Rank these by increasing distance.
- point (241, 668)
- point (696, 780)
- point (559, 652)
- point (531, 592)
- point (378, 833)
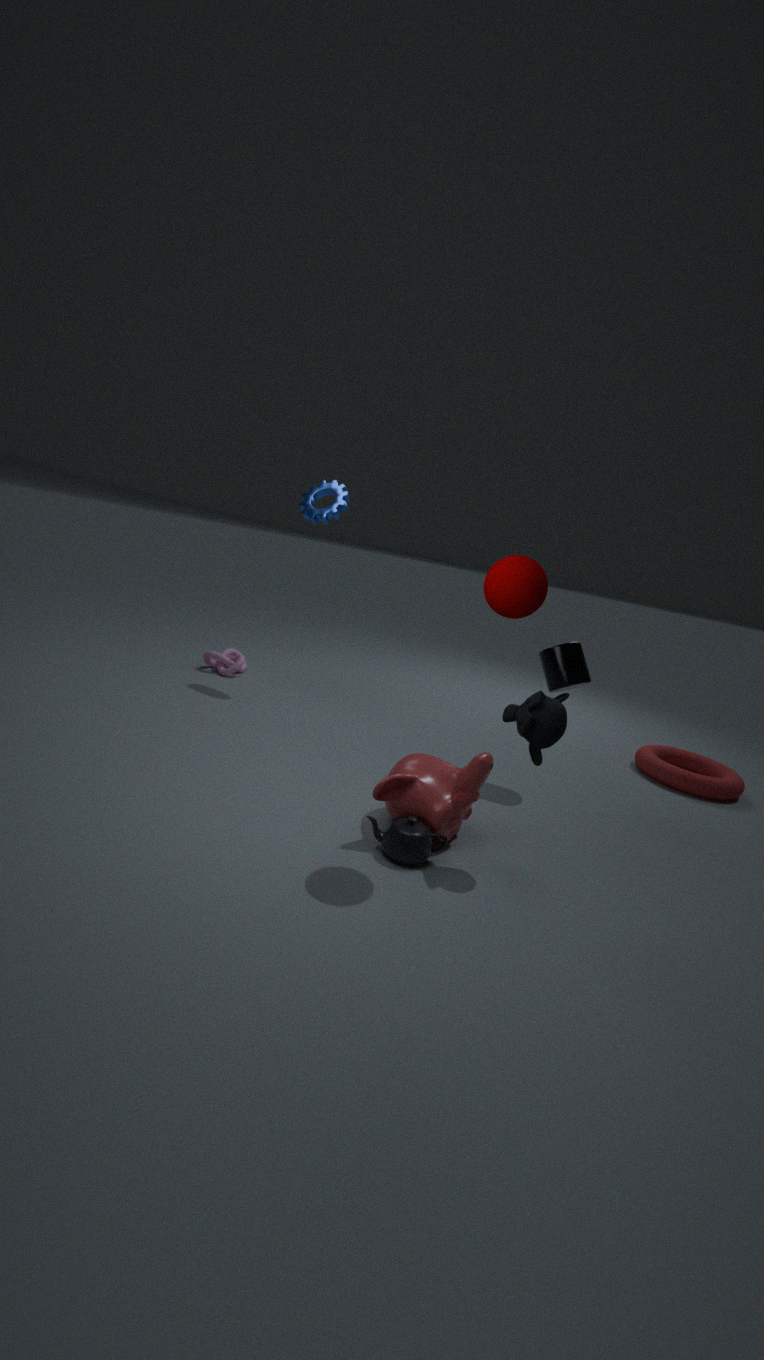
point (531, 592), point (378, 833), point (559, 652), point (696, 780), point (241, 668)
